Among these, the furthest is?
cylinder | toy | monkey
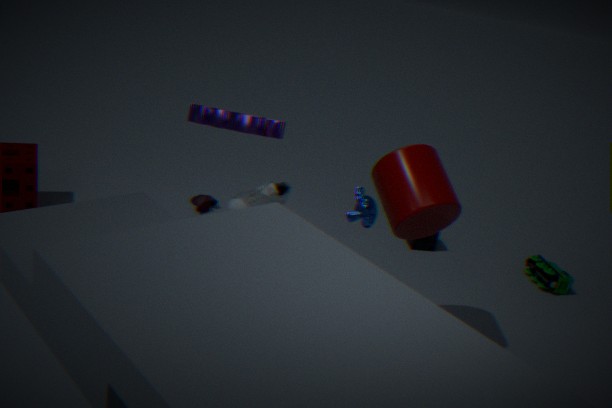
toy
